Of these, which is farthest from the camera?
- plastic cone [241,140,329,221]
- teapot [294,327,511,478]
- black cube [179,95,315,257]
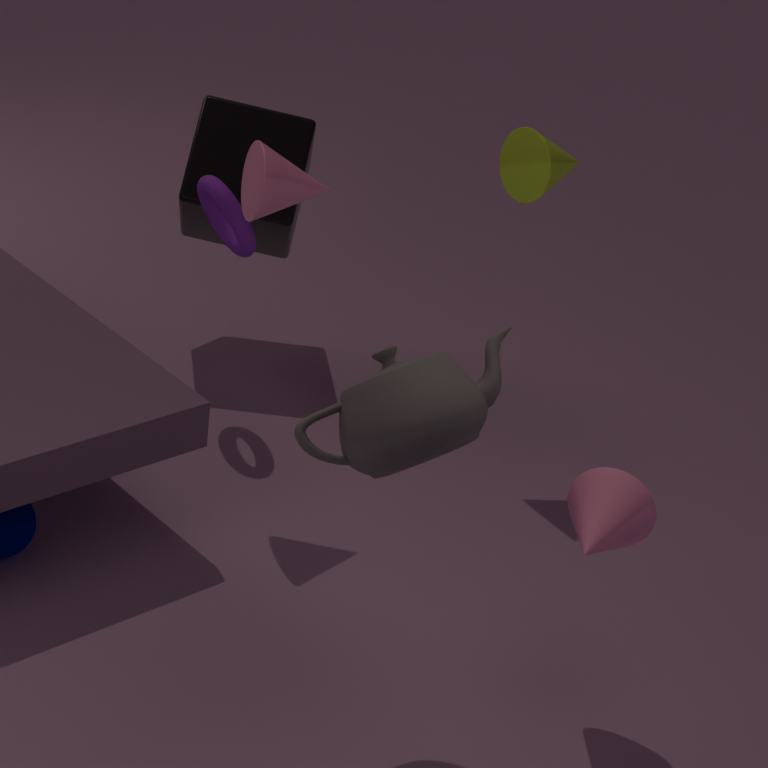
black cube [179,95,315,257]
